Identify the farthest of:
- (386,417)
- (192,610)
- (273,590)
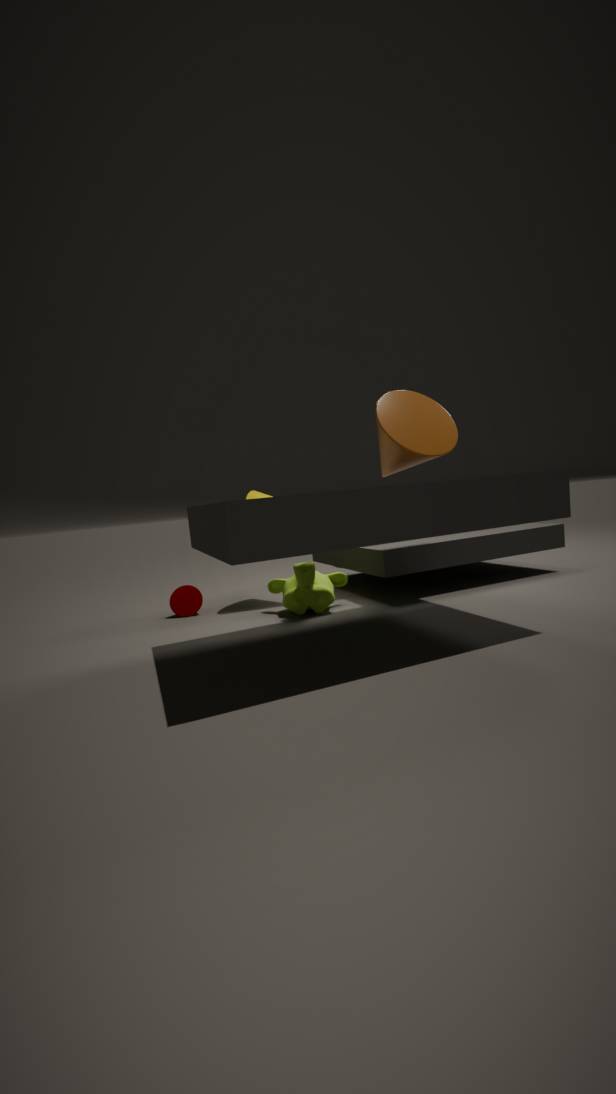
(192,610)
